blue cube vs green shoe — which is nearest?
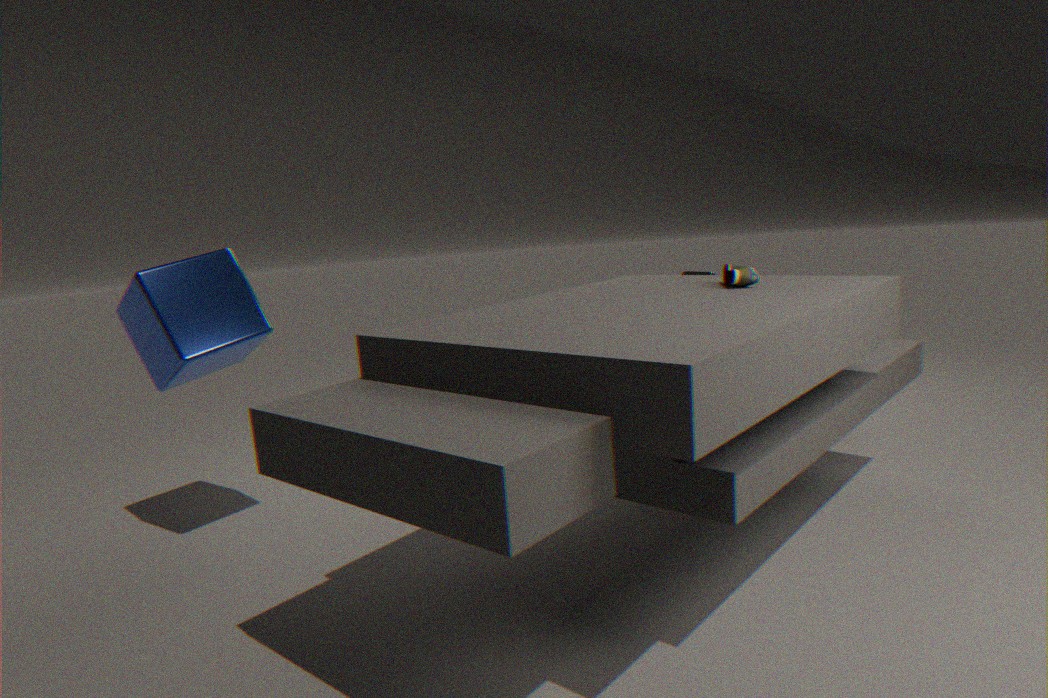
green shoe
